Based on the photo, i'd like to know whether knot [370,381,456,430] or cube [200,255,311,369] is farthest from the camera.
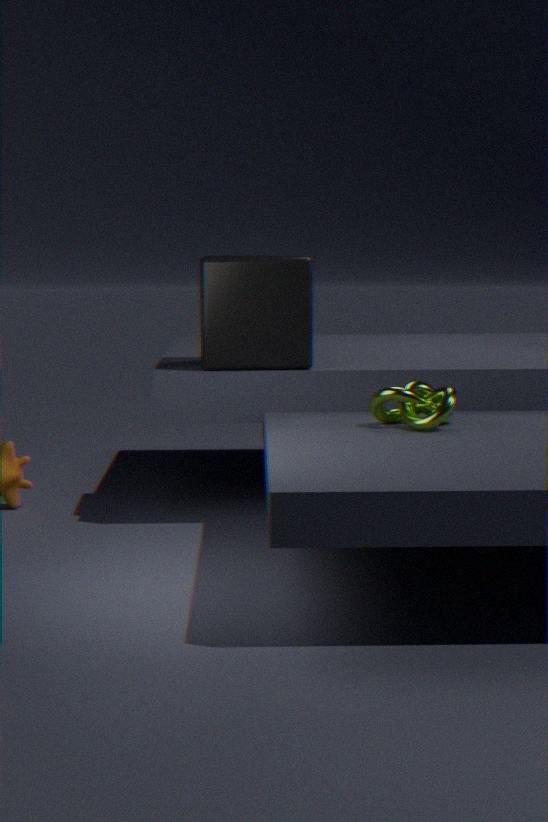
cube [200,255,311,369]
